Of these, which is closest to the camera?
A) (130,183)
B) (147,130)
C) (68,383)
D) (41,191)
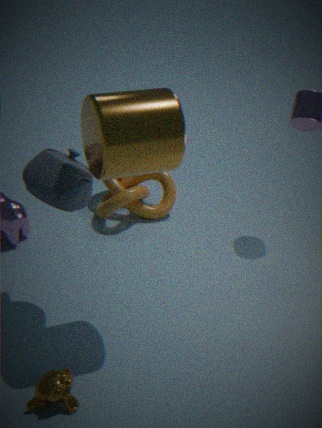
(147,130)
